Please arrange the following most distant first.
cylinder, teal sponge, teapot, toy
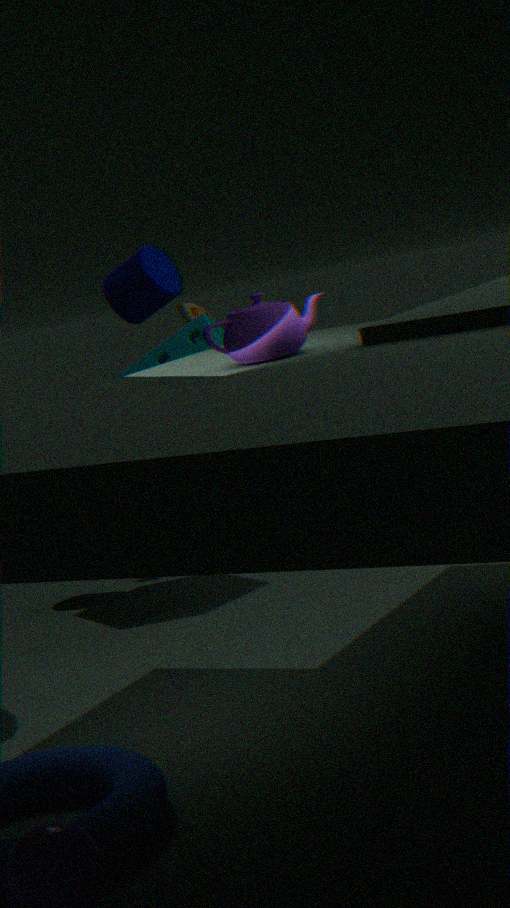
toy < cylinder < teal sponge < teapot
